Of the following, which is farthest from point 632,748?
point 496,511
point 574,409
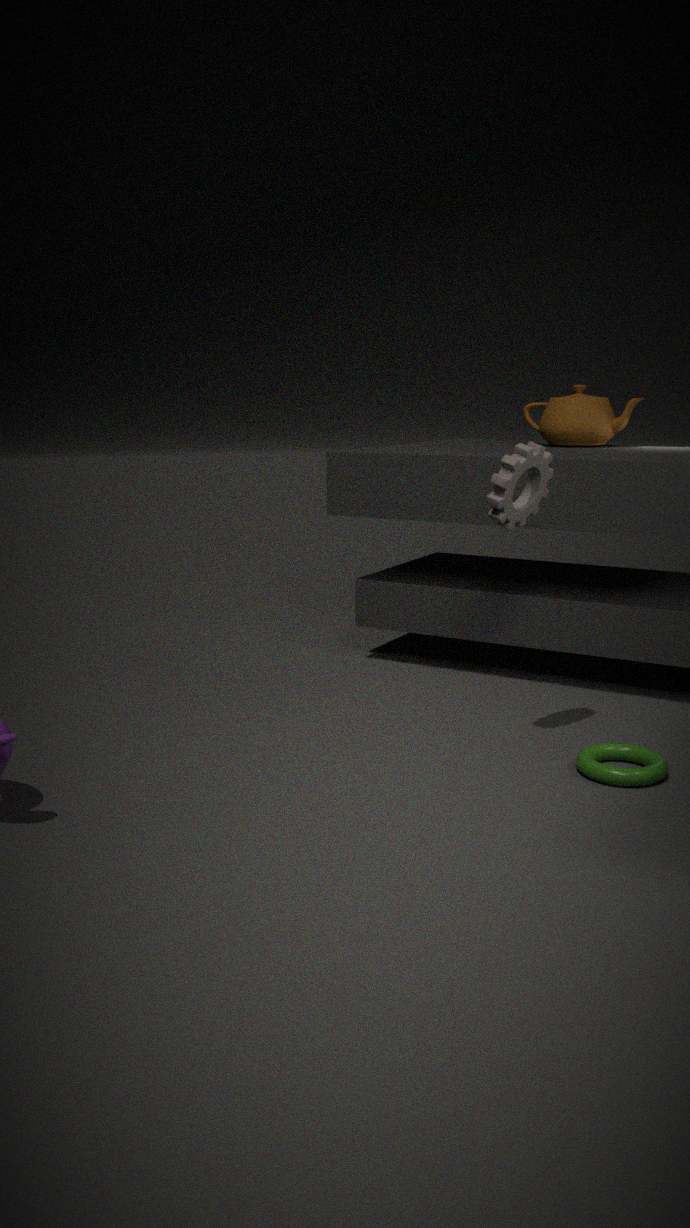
point 574,409
